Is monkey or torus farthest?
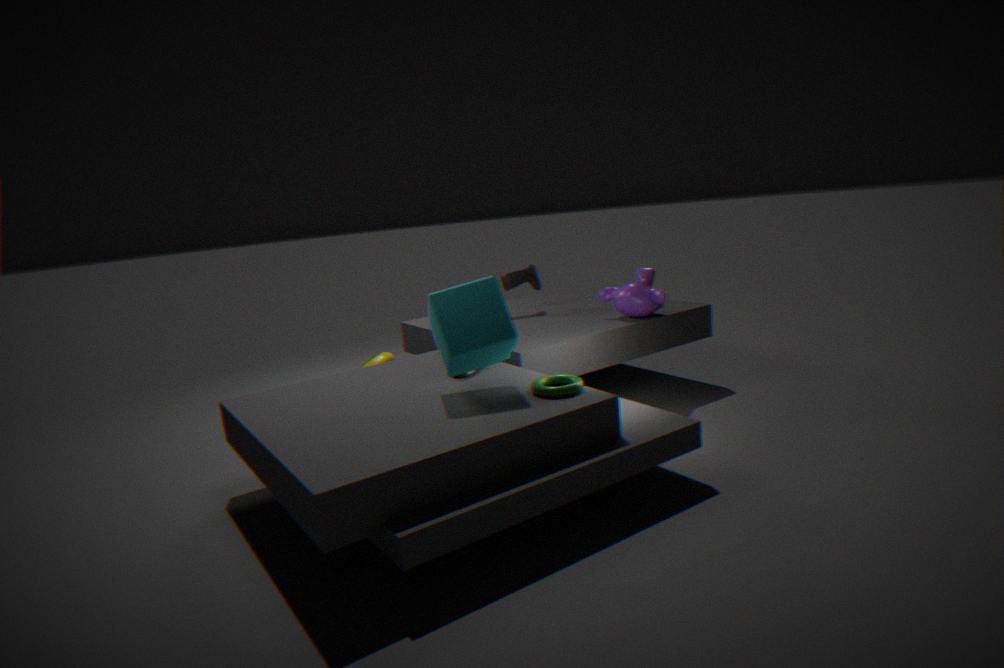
monkey
